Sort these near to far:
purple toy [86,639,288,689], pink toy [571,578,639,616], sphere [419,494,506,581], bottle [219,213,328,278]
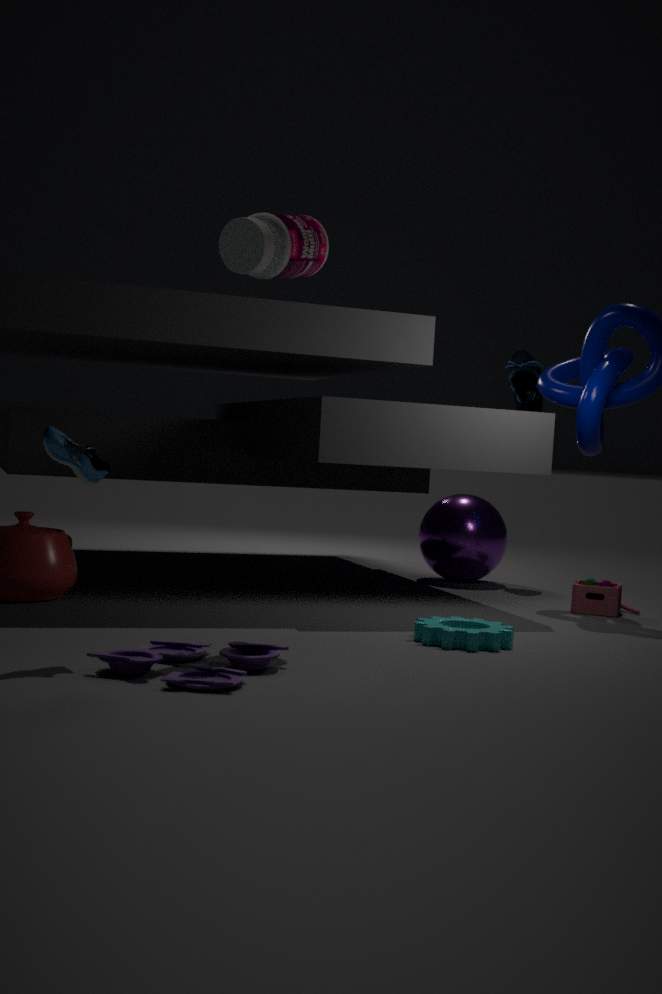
purple toy [86,639,288,689]
bottle [219,213,328,278]
pink toy [571,578,639,616]
sphere [419,494,506,581]
